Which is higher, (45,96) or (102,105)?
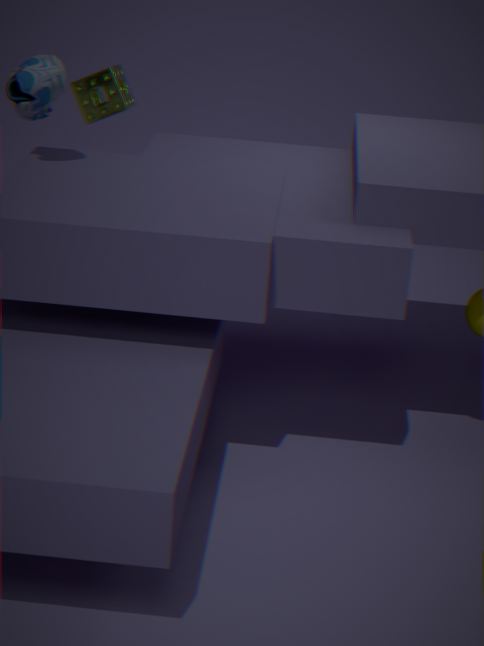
(45,96)
